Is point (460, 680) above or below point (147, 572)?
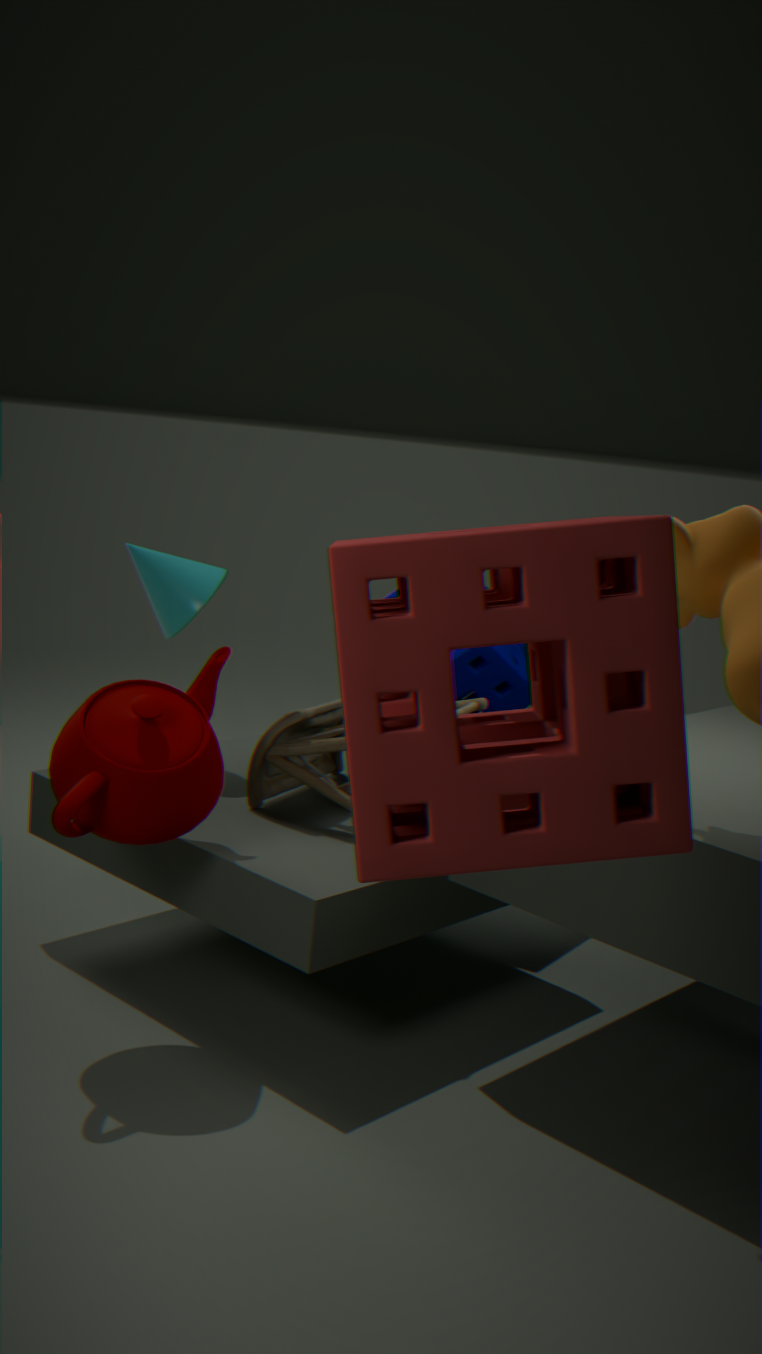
below
